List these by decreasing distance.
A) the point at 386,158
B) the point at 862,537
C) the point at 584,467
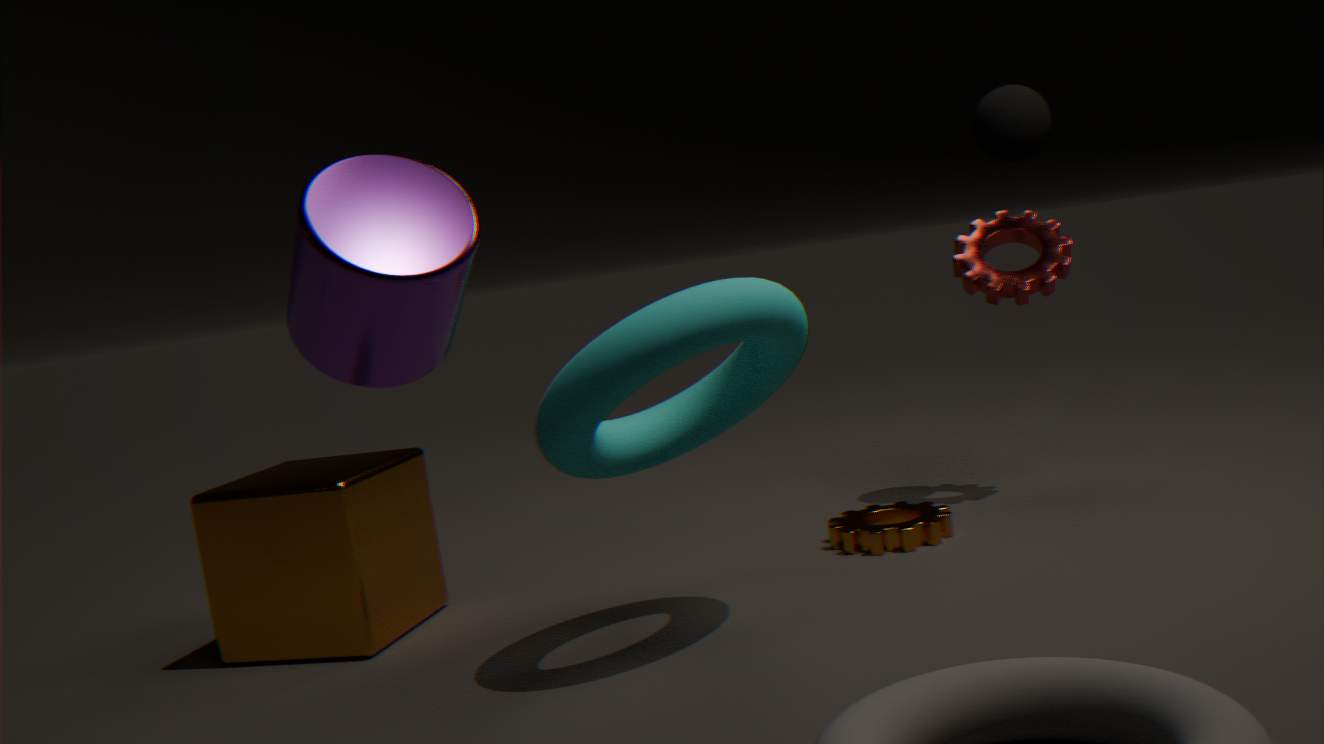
the point at 862,537 < the point at 584,467 < the point at 386,158
